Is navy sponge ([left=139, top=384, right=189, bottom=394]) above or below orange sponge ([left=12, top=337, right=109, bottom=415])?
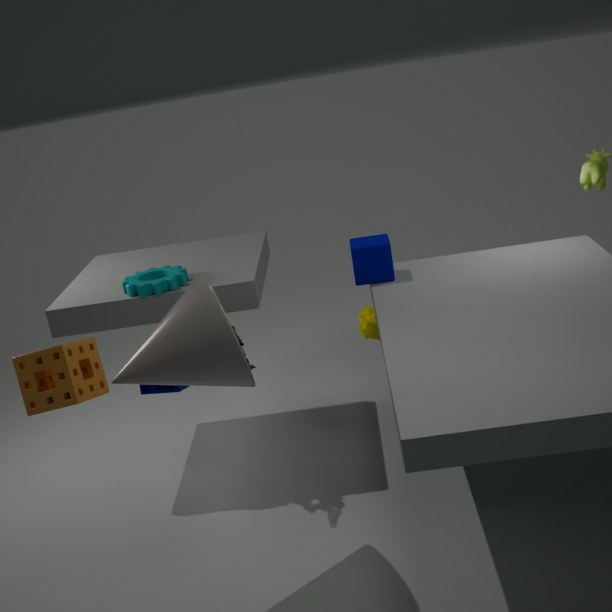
below
